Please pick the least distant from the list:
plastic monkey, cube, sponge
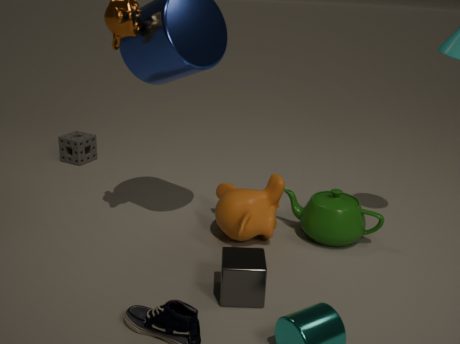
cube
